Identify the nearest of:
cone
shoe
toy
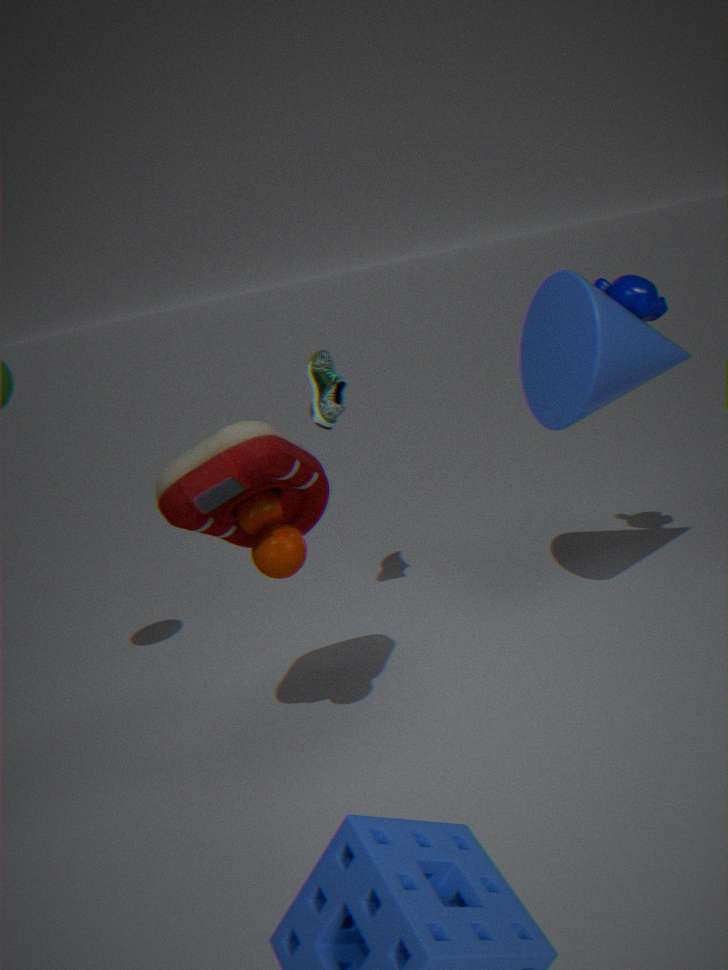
toy
